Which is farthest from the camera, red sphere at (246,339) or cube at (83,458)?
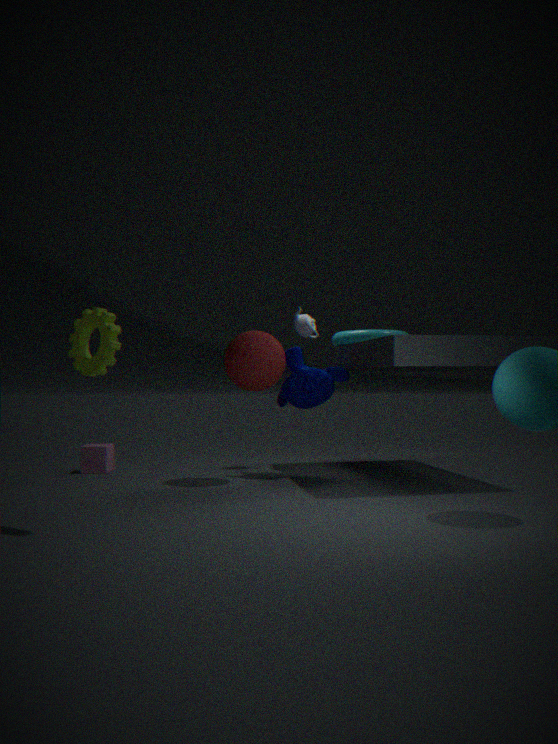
cube at (83,458)
